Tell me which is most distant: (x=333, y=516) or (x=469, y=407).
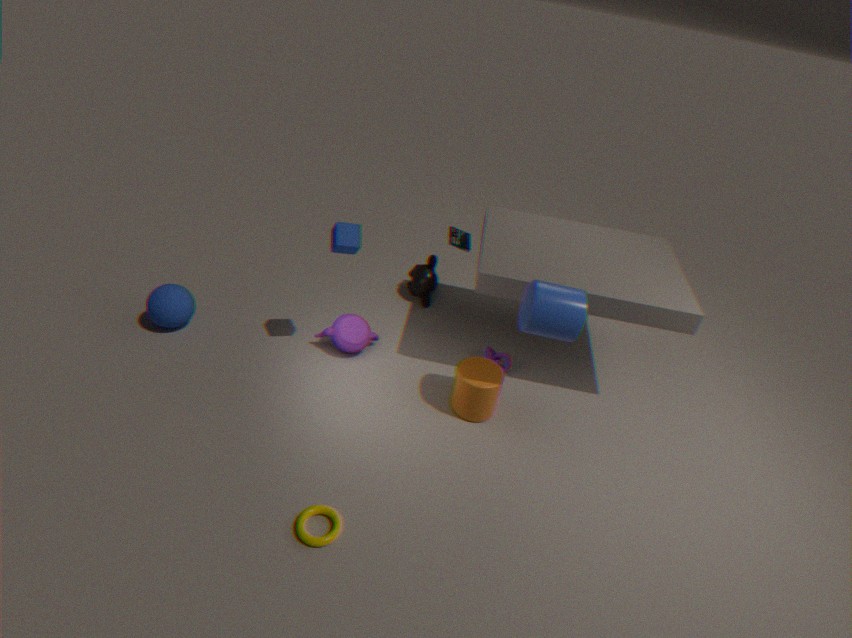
(x=469, y=407)
